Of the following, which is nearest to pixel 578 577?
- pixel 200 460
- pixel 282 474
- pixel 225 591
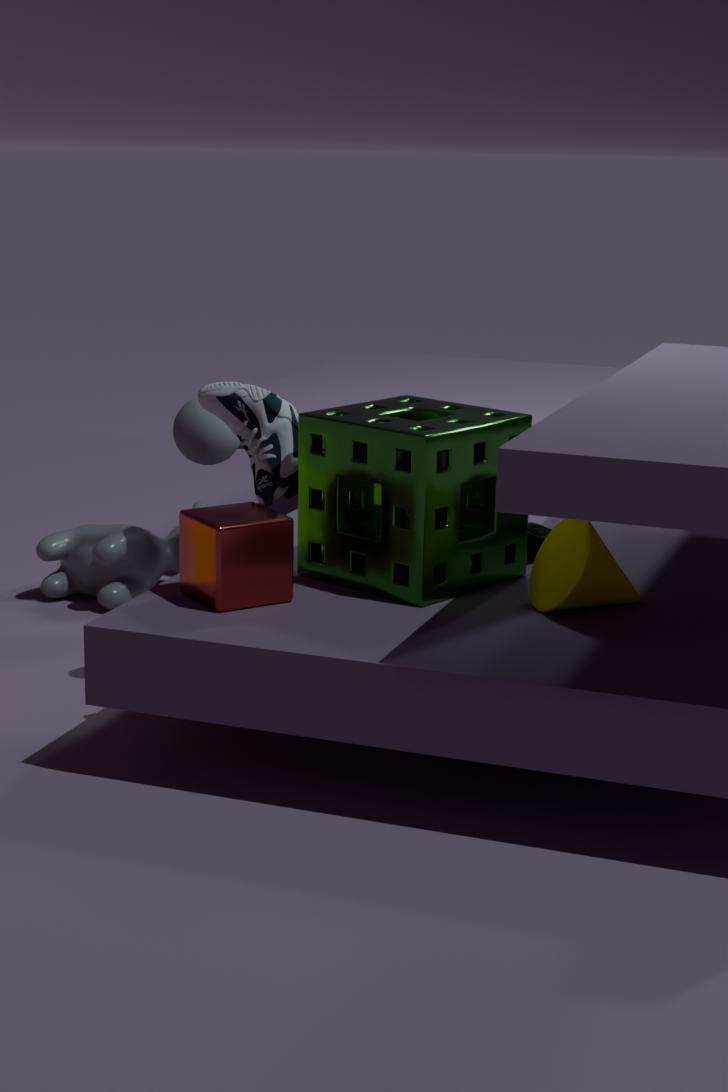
pixel 225 591
